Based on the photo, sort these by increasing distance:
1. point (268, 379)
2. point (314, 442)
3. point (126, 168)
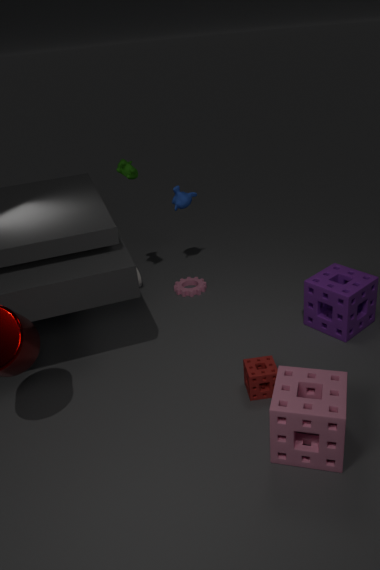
1. point (314, 442)
2. point (268, 379)
3. point (126, 168)
